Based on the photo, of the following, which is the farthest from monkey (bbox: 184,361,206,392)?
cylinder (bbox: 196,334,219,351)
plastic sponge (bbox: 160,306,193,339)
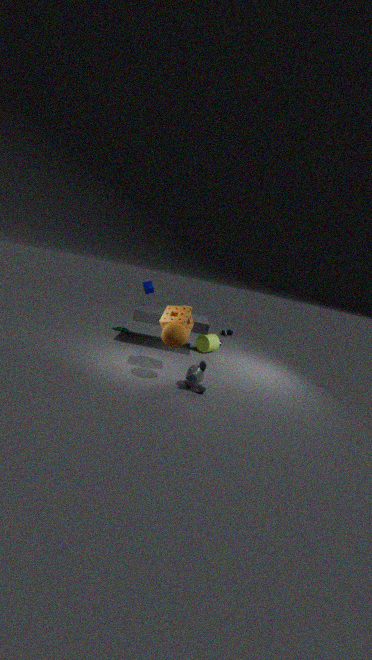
cylinder (bbox: 196,334,219,351)
